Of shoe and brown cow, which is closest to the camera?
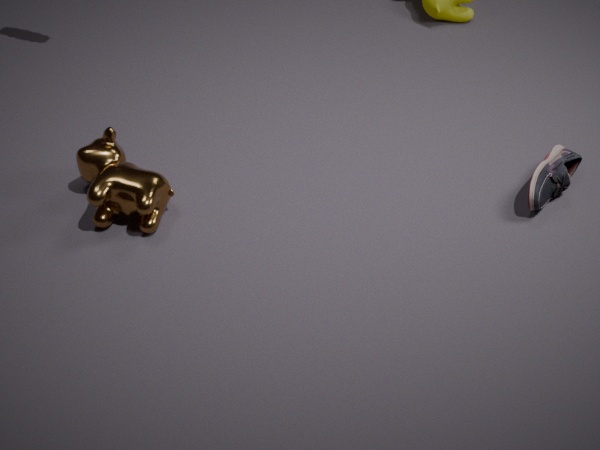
shoe
